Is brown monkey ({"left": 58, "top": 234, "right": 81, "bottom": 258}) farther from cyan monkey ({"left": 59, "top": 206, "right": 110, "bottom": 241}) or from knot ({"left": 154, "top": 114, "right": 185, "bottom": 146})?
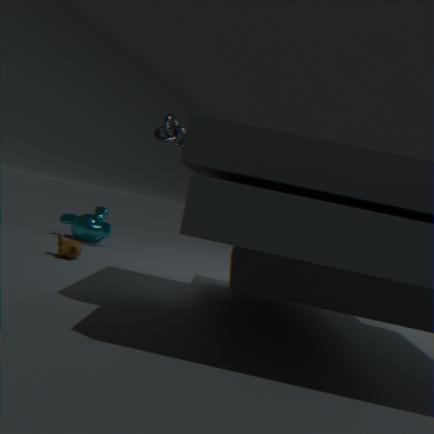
knot ({"left": 154, "top": 114, "right": 185, "bottom": 146})
